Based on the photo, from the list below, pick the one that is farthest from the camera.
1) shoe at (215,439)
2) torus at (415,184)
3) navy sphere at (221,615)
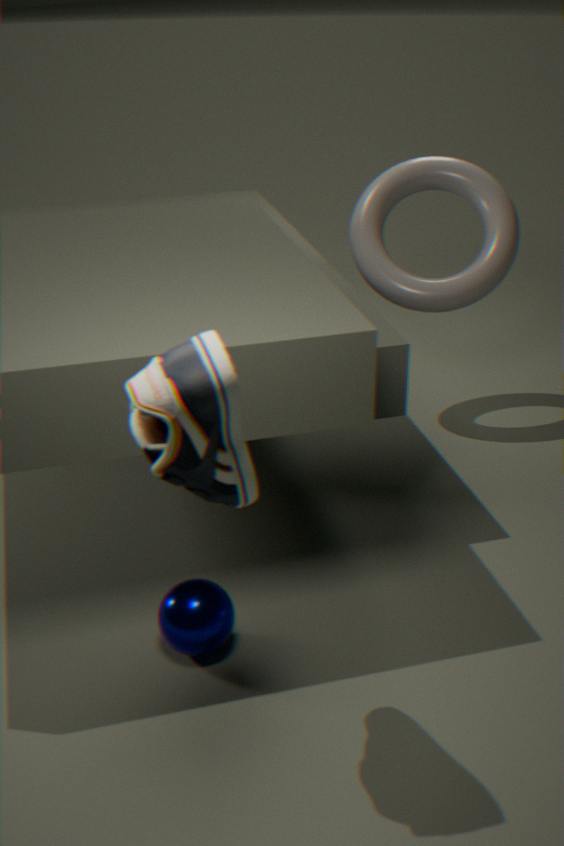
2. torus at (415,184)
